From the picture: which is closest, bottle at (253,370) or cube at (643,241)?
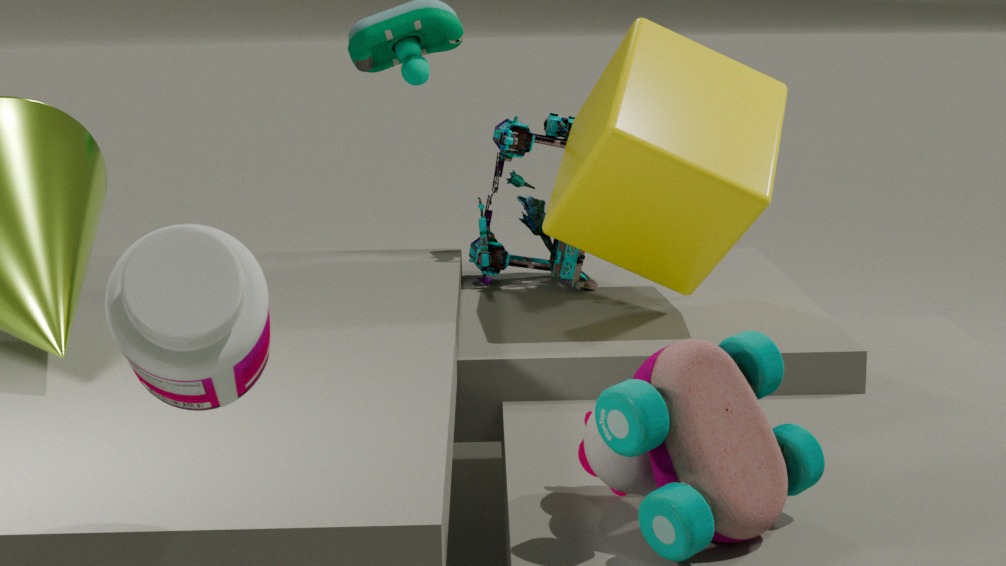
bottle at (253,370)
